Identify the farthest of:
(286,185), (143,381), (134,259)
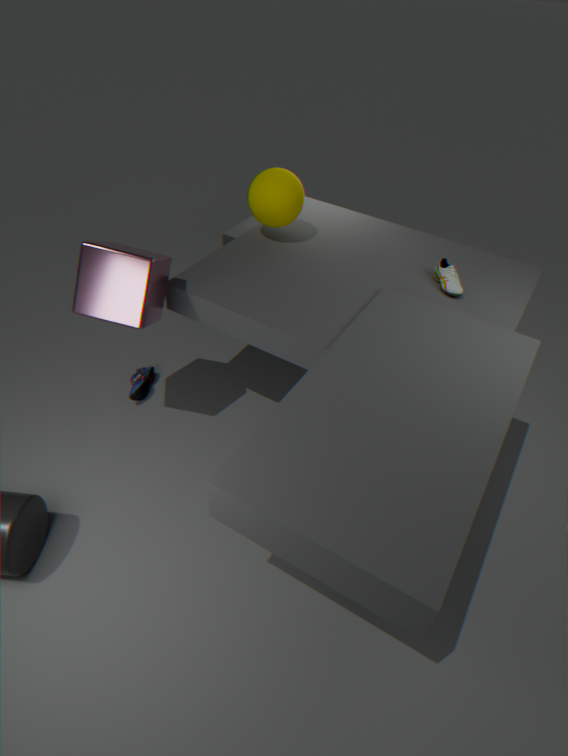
(143,381)
